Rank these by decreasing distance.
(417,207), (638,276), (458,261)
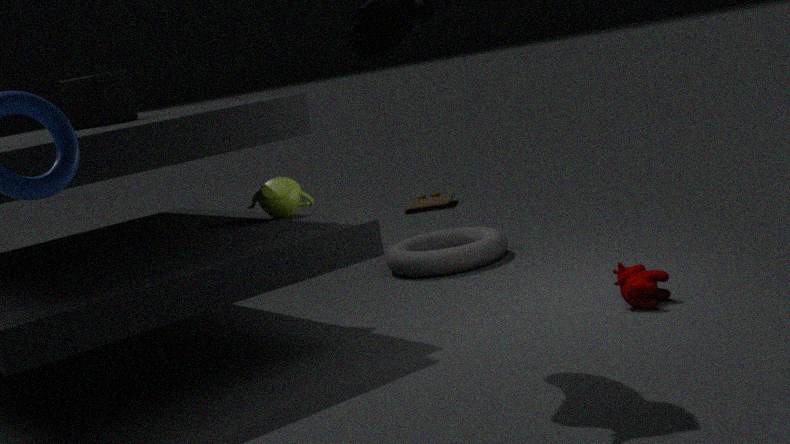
(417,207) < (458,261) < (638,276)
